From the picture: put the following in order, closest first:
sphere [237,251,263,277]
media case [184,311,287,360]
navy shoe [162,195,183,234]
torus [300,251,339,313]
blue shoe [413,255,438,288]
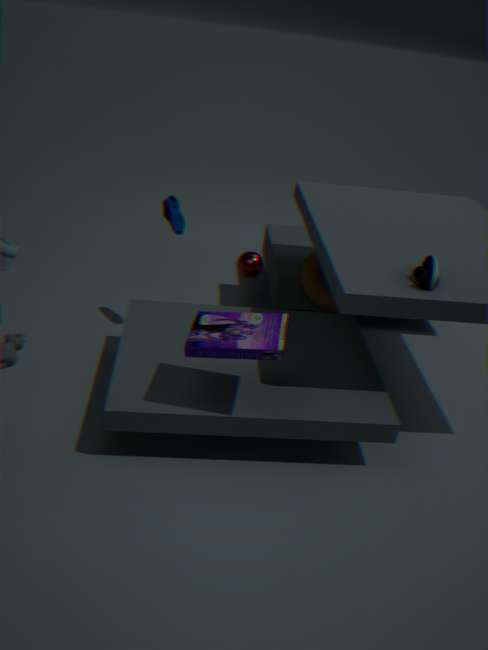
1. media case [184,311,287,360]
2. blue shoe [413,255,438,288]
3. navy shoe [162,195,183,234]
4. torus [300,251,339,313]
5. sphere [237,251,263,277]
